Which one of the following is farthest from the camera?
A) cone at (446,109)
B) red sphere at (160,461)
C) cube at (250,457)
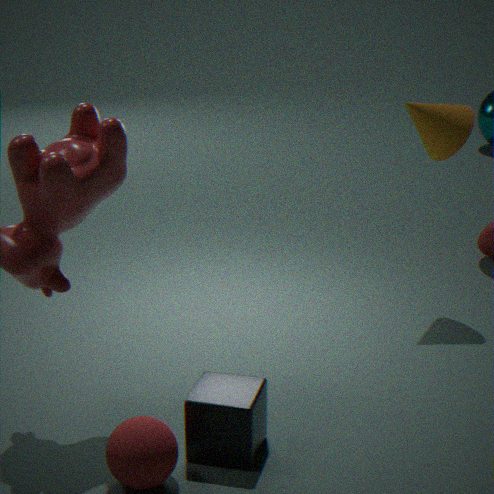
cone at (446,109)
